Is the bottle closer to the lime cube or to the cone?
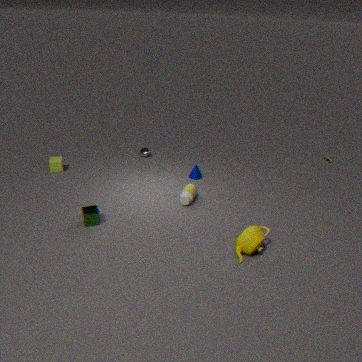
the cone
